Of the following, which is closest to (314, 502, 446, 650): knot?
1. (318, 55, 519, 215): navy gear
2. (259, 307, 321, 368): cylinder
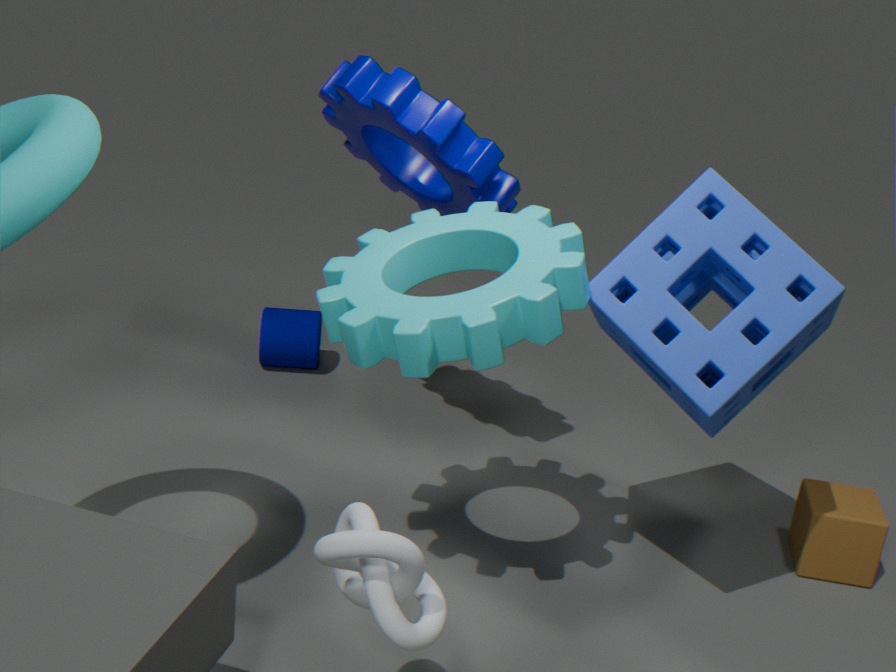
(318, 55, 519, 215): navy gear
